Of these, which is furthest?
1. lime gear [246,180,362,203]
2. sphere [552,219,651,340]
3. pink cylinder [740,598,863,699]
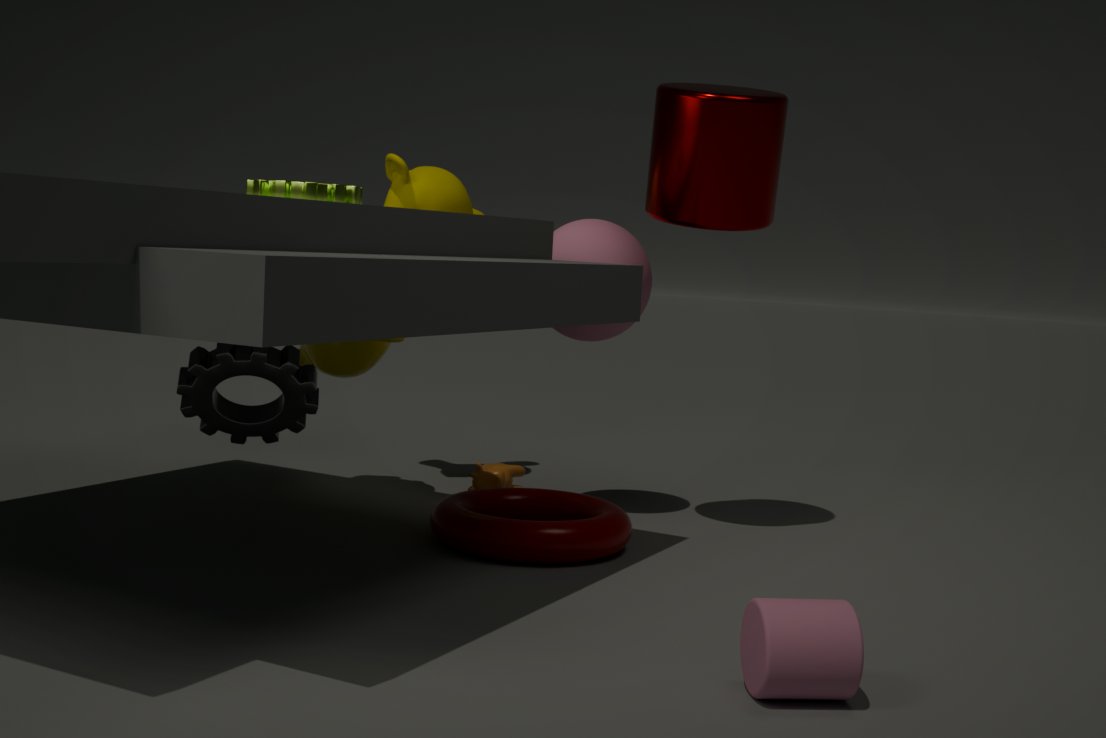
sphere [552,219,651,340]
